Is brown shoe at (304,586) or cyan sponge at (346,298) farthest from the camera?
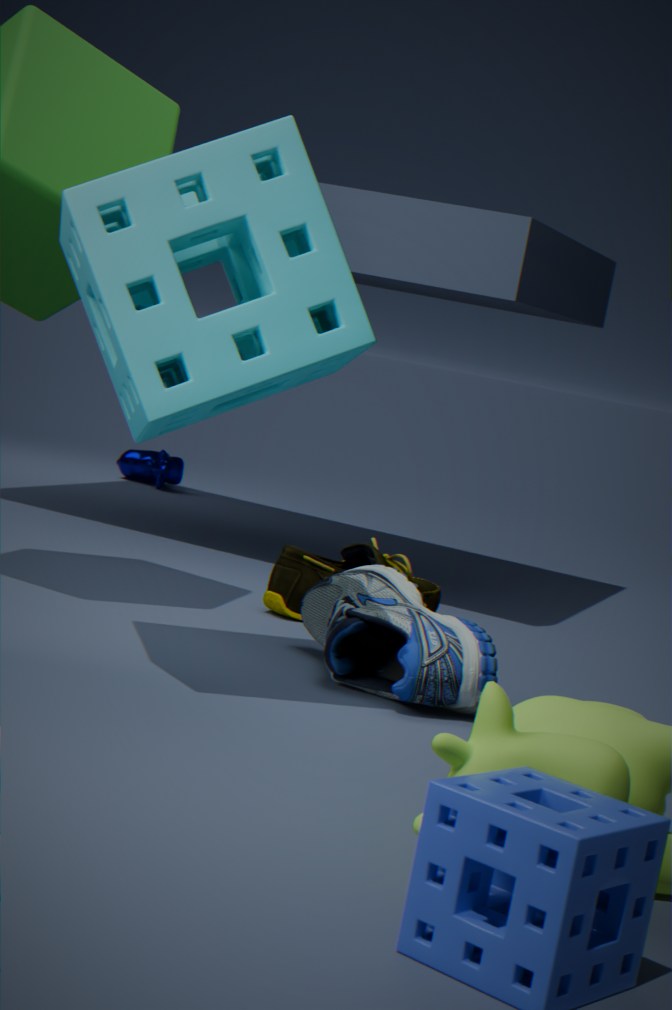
brown shoe at (304,586)
